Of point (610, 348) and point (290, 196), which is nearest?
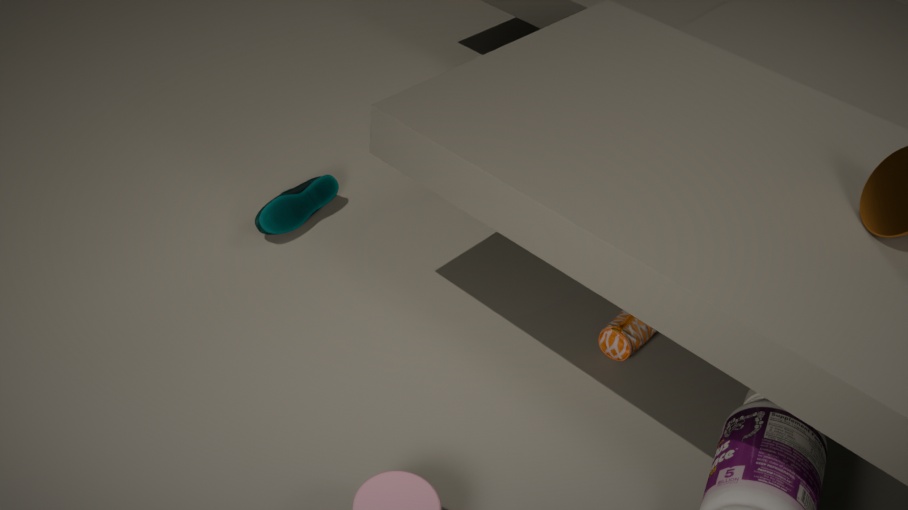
point (610, 348)
